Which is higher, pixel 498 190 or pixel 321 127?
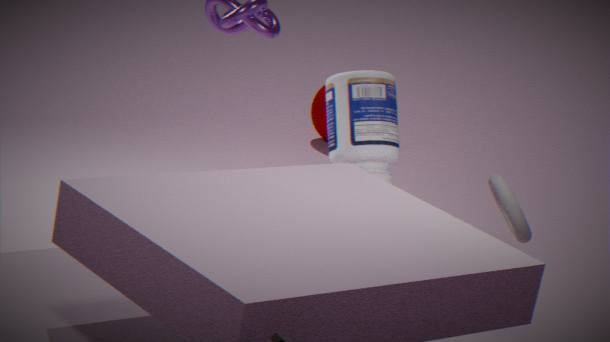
pixel 498 190
